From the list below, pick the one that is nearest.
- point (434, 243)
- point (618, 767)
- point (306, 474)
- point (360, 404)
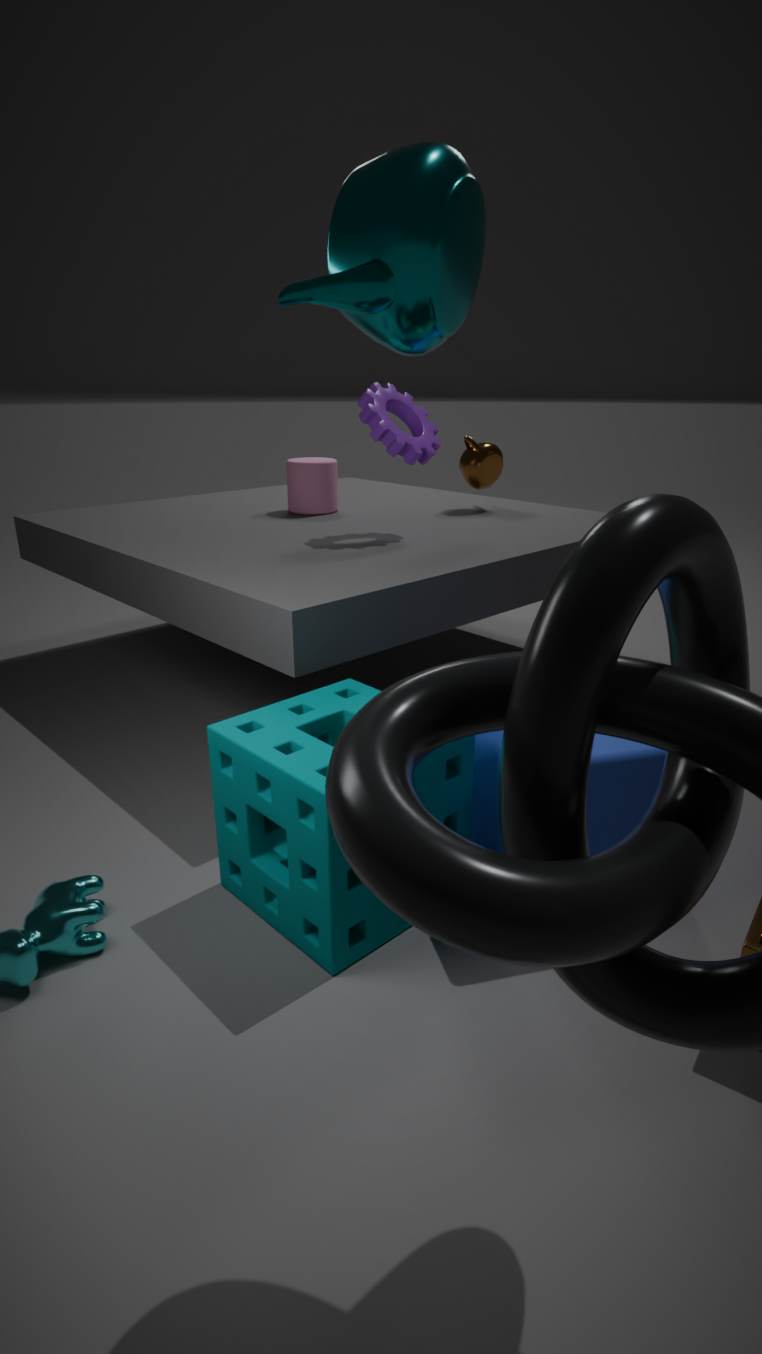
point (434, 243)
